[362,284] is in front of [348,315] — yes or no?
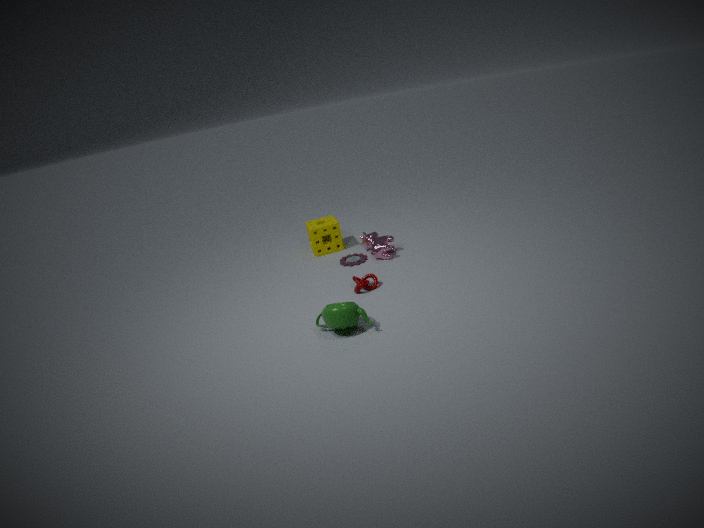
No
